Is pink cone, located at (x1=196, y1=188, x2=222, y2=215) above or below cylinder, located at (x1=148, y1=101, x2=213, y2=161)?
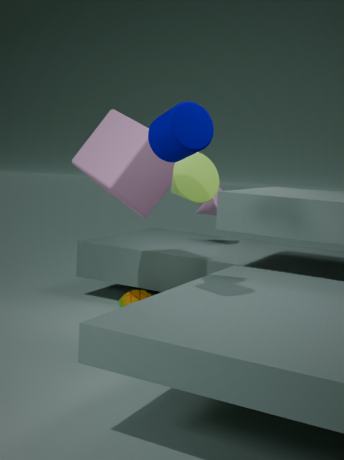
below
